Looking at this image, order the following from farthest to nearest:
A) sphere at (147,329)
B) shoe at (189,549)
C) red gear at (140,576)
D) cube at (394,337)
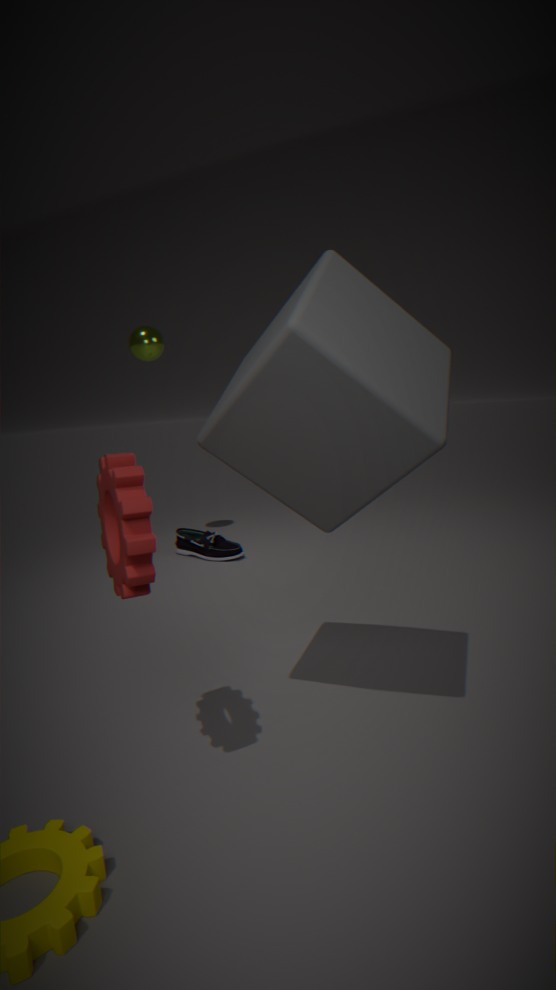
1. sphere at (147,329)
2. shoe at (189,549)
3. cube at (394,337)
4. red gear at (140,576)
